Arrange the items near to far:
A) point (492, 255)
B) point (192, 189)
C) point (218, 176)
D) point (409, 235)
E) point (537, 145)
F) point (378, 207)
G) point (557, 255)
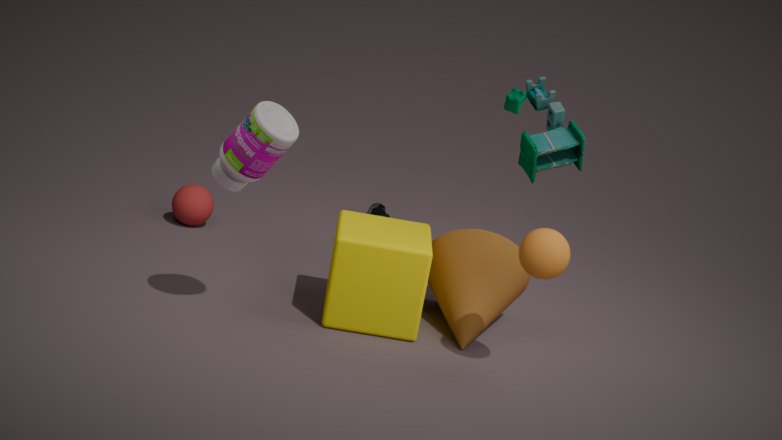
point (557, 255) < point (218, 176) < point (537, 145) < point (409, 235) < point (492, 255) < point (192, 189) < point (378, 207)
